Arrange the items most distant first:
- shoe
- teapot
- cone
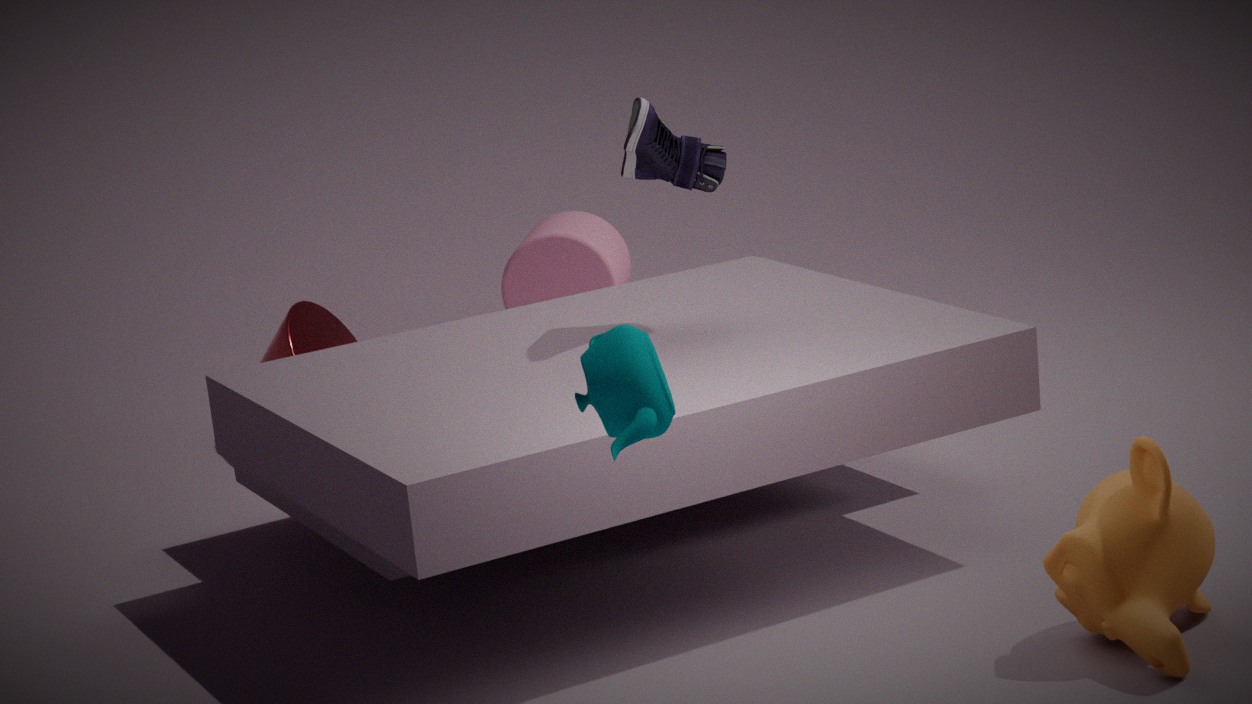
1. cone
2. shoe
3. teapot
